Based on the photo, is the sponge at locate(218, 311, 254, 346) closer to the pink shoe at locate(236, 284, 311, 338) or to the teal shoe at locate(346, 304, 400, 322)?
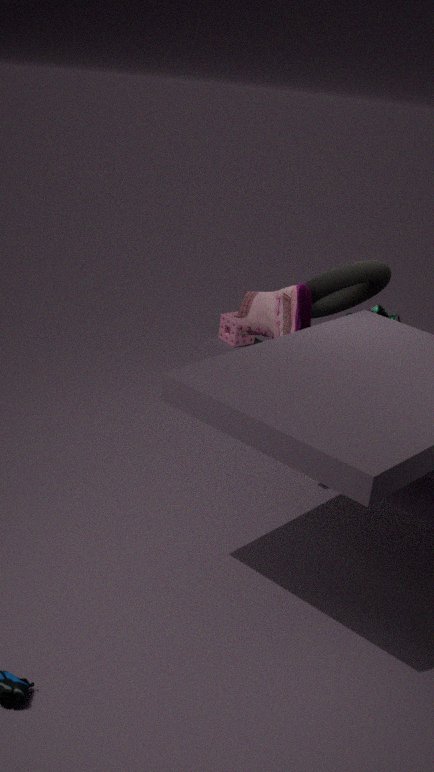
the teal shoe at locate(346, 304, 400, 322)
